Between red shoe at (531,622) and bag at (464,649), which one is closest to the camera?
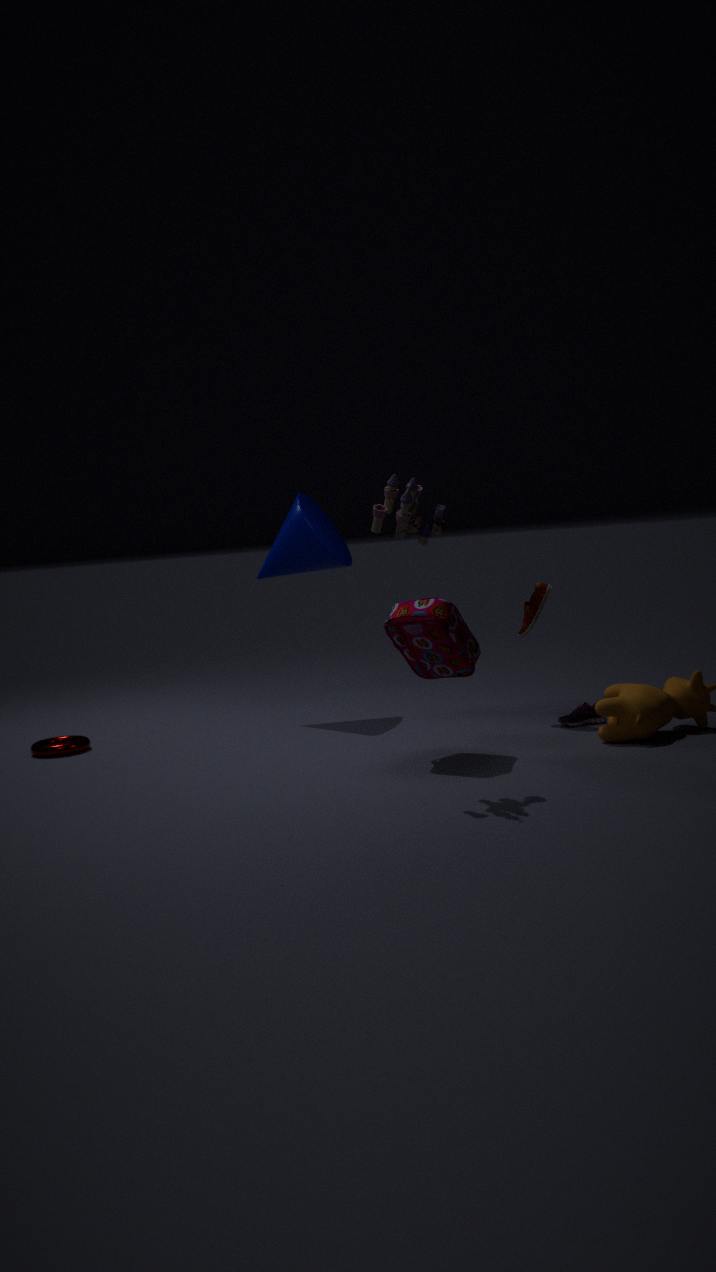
bag at (464,649)
